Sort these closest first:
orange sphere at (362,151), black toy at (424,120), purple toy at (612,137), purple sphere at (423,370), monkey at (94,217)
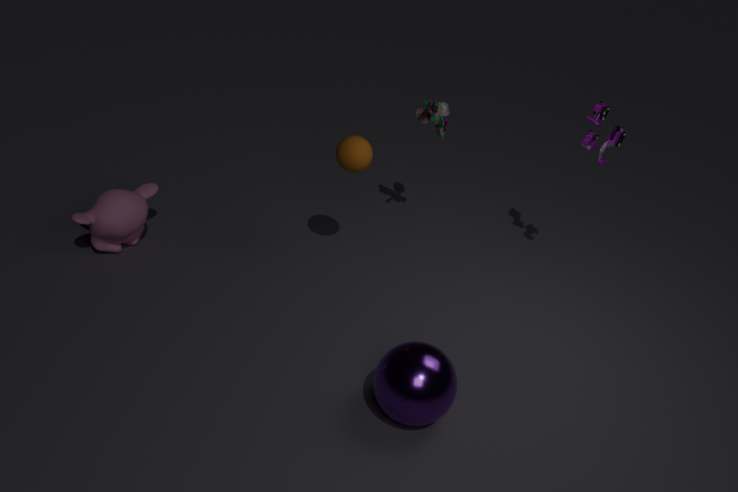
purple sphere at (423,370), orange sphere at (362,151), purple toy at (612,137), monkey at (94,217), black toy at (424,120)
